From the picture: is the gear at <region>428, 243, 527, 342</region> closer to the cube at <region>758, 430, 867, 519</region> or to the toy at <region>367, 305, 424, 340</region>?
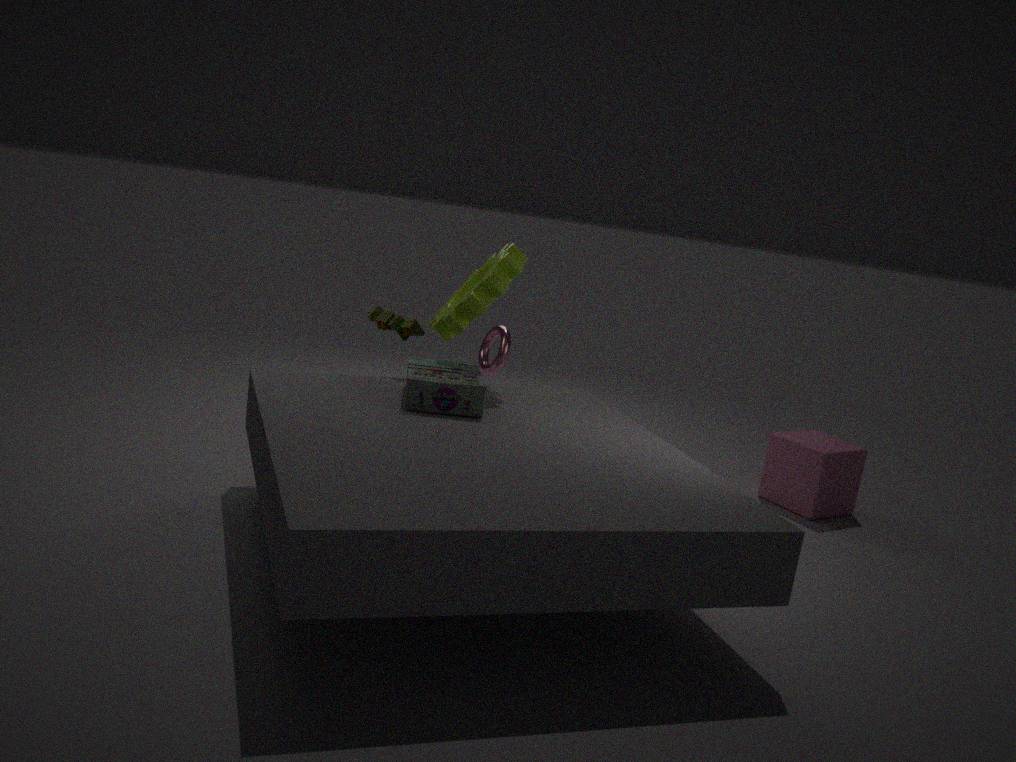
the toy at <region>367, 305, 424, 340</region>
